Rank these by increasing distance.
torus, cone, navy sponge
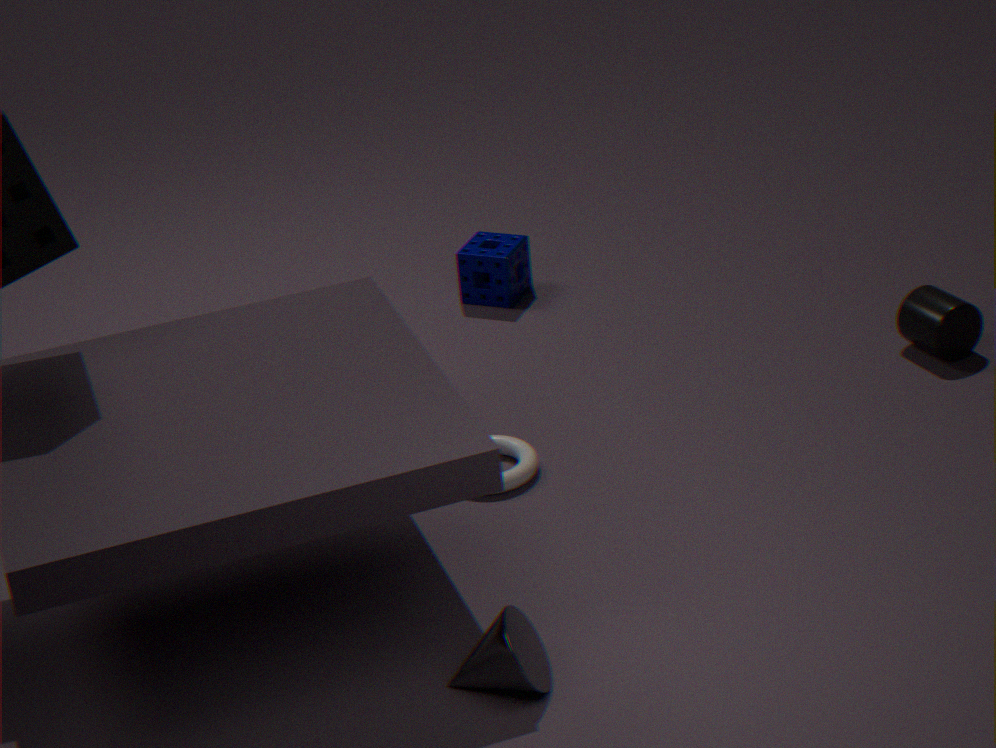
cone
torus
navy sponge
